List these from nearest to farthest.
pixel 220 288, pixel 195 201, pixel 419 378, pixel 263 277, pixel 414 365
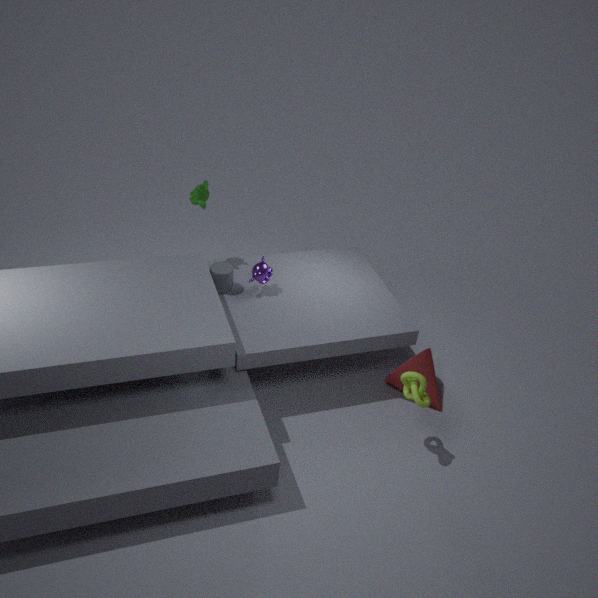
pixel 419 378 → pixel 414 365 → pixel 263 277 → pixel 220 288 → pixel 195 201
